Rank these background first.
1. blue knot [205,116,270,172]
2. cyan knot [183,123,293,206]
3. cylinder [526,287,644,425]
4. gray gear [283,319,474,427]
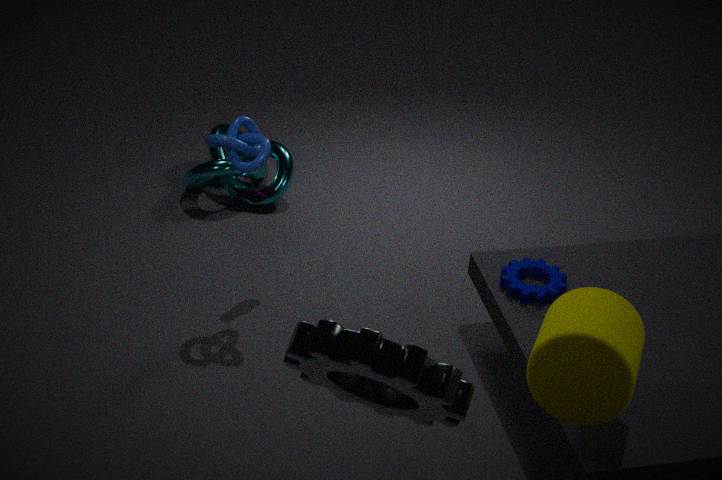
cyan knot [183,123,293,206] < blue knot [205,116,270,172] < cylinder [526,287,644,425] < gray gear [283,319,474,427]
